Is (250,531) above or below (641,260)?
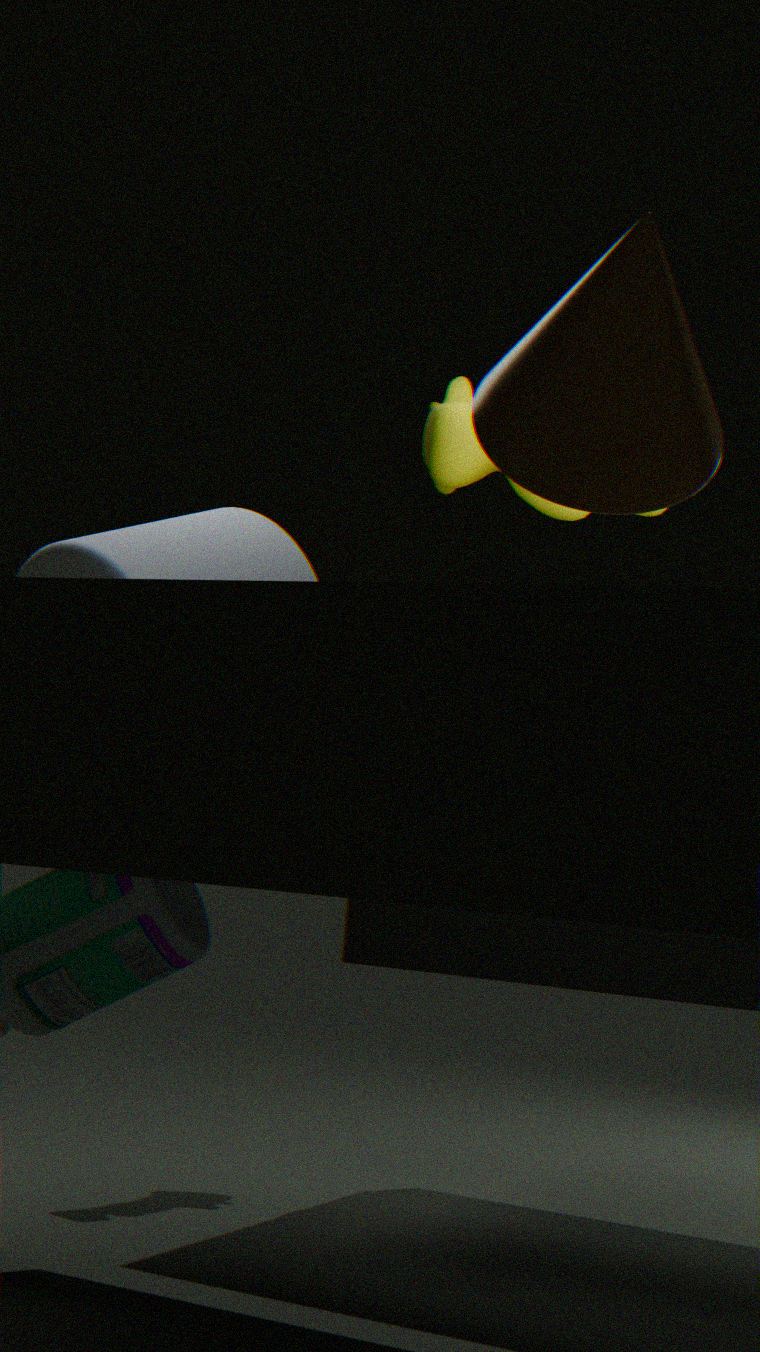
below
